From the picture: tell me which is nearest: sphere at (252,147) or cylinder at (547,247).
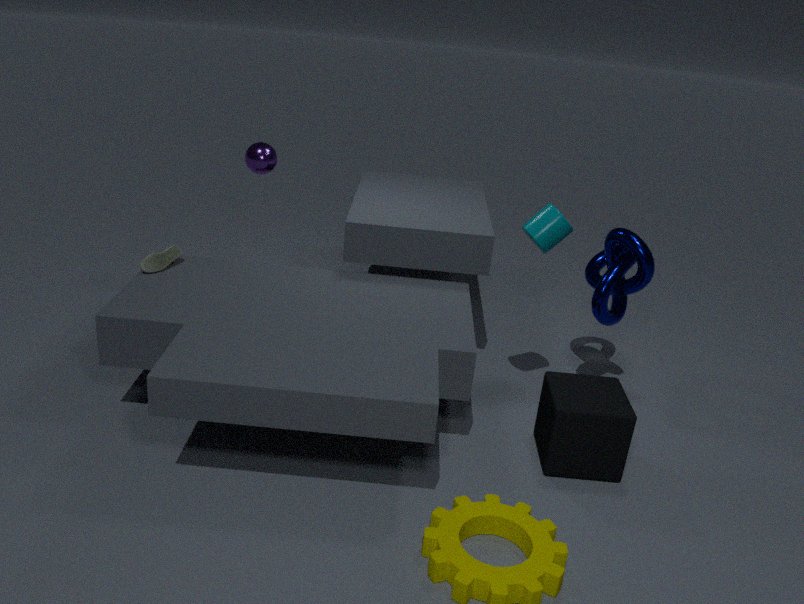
cylinder at (547,247)
